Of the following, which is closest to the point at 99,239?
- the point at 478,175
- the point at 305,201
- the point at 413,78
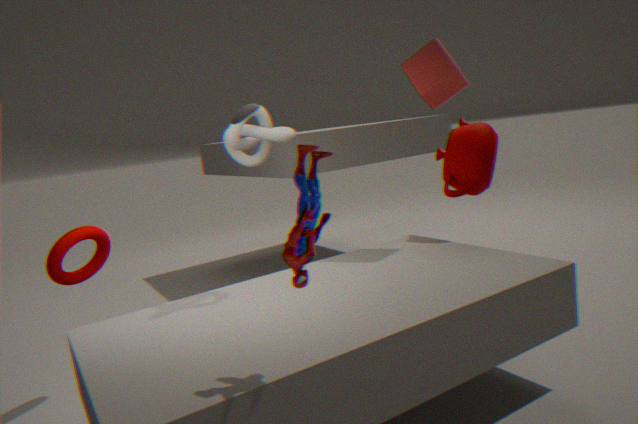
the point at 305,201
